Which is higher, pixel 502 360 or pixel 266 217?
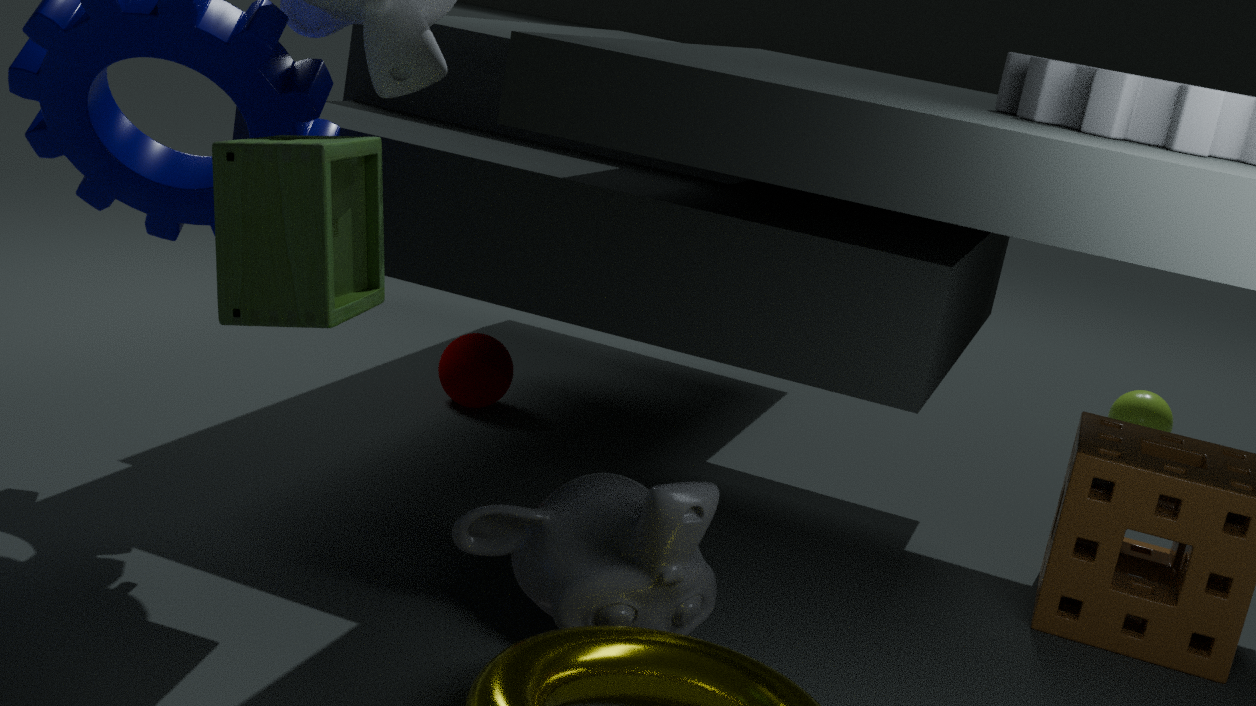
pixel 266 217
